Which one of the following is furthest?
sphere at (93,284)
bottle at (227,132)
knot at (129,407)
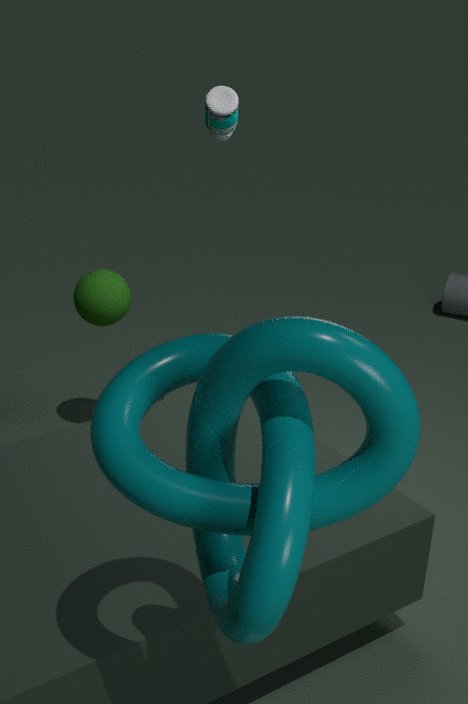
sphere at (93,284)
